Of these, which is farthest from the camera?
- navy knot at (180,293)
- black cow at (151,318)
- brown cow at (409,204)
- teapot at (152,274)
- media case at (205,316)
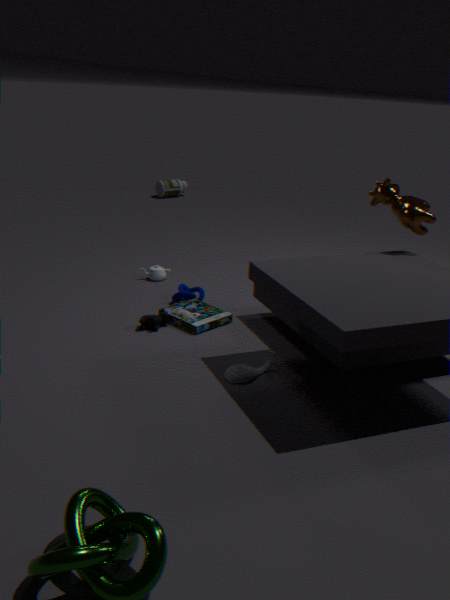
teapot at (152,274)
